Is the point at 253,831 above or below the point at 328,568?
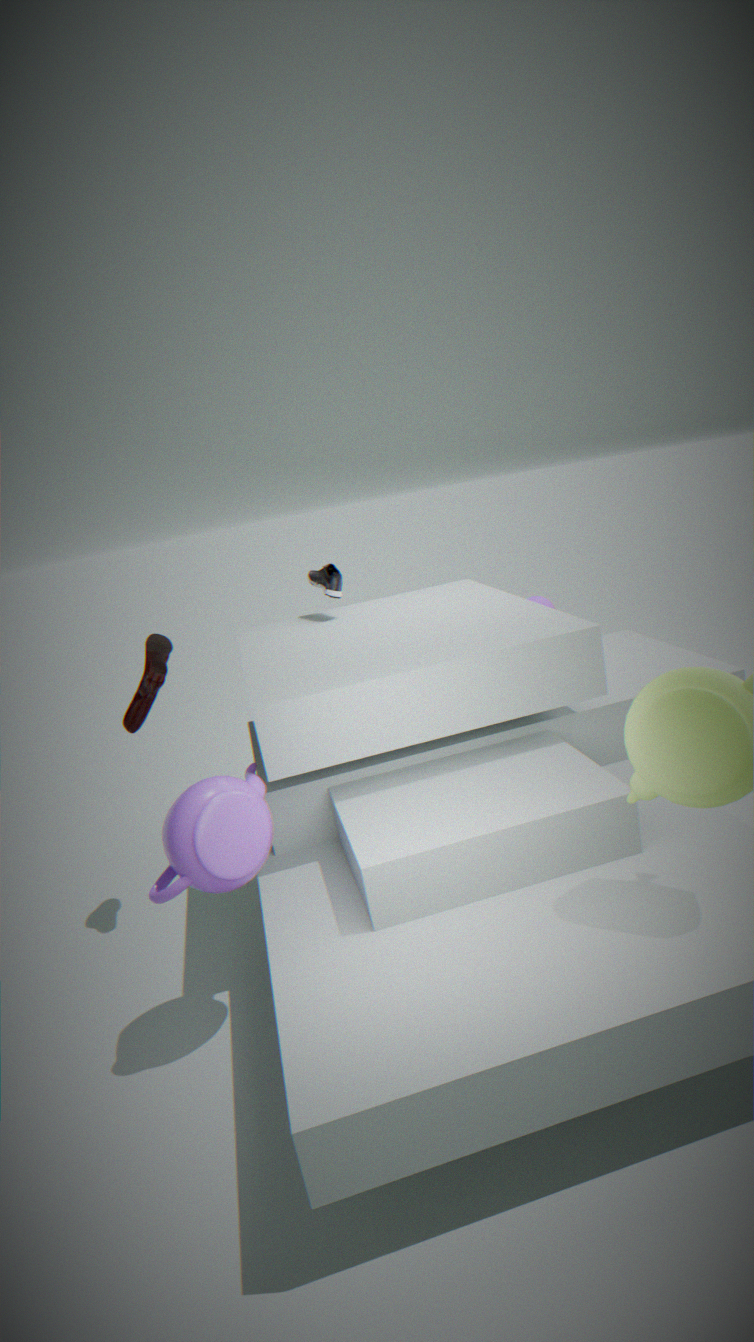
below
